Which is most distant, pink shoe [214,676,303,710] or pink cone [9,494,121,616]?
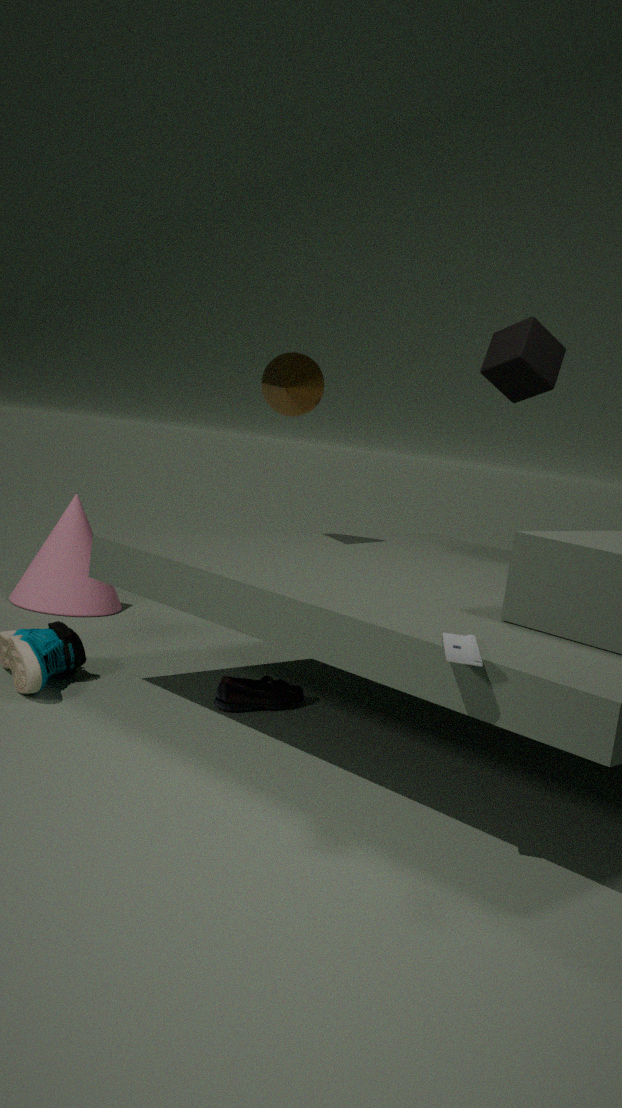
pink cone [9,494,121,616]
